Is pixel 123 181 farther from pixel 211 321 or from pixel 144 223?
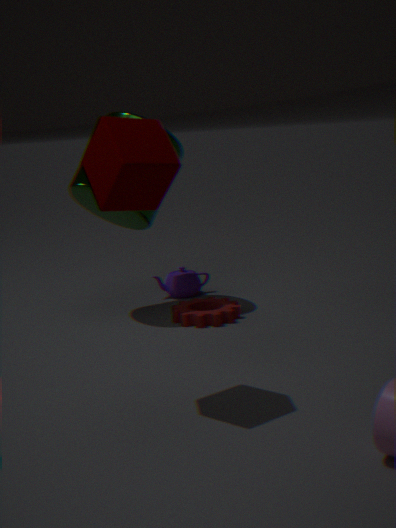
pixel 211 321
